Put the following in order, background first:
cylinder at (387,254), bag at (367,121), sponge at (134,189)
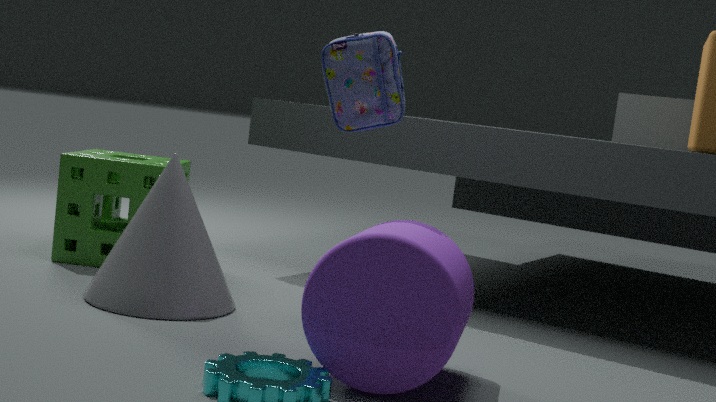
1. sponge at (134,189)
2. bag at (367,121)
3. cylinder at (387,254)
